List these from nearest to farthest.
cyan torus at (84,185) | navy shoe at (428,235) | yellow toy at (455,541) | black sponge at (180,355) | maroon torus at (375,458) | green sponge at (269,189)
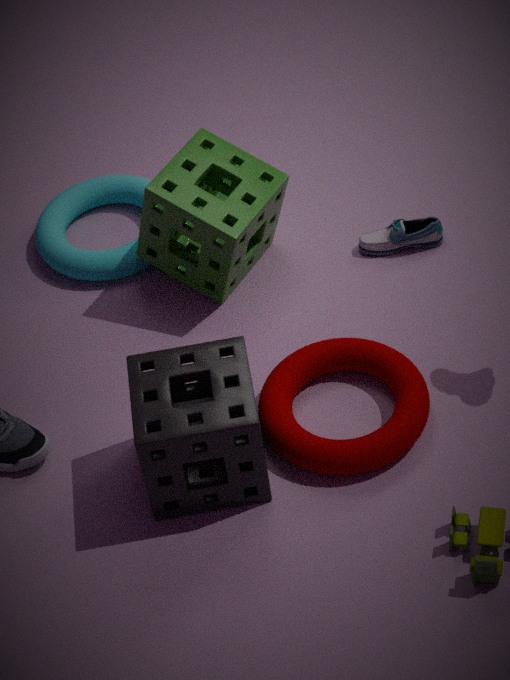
yellow toy at (455,541), black sponge at (180,355), maroon torus at (375,458), green sponge at (269,189), navy shoe at (428,235), cyan torus at (84,185)
